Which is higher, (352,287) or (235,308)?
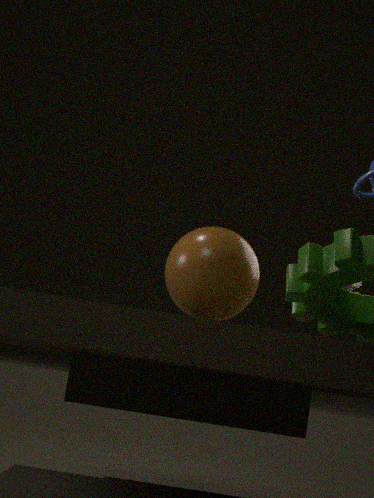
(352,287)
